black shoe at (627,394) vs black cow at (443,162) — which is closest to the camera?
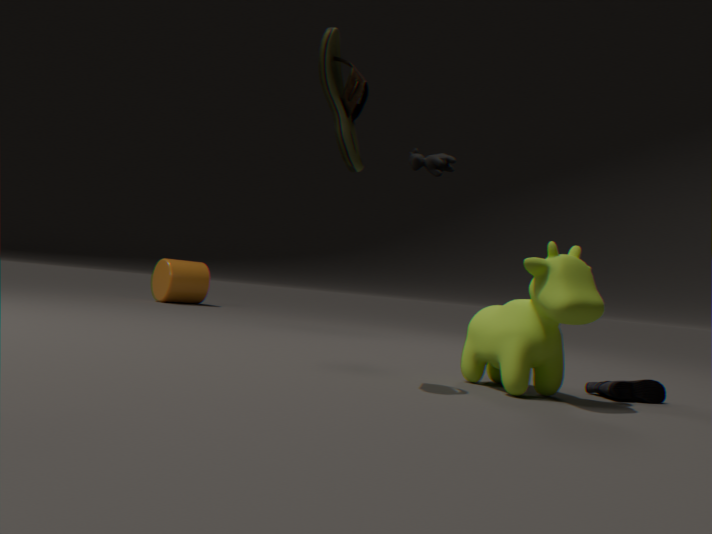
black shoe at (627,394)
